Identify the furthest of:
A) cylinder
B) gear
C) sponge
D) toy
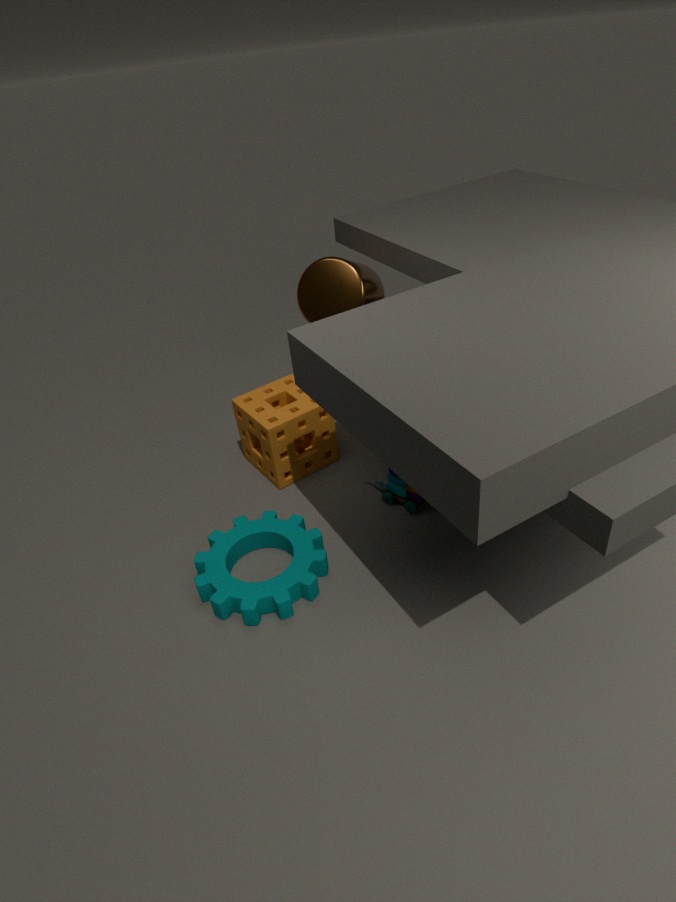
cylinder
